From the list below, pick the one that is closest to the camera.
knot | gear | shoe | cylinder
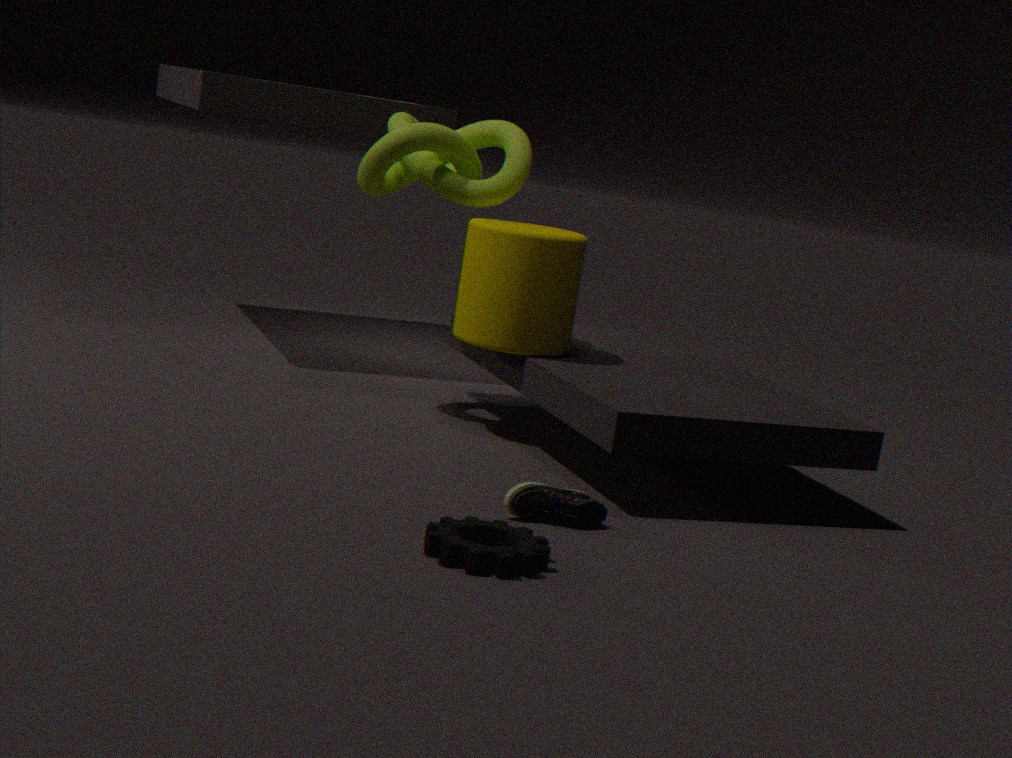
gear
